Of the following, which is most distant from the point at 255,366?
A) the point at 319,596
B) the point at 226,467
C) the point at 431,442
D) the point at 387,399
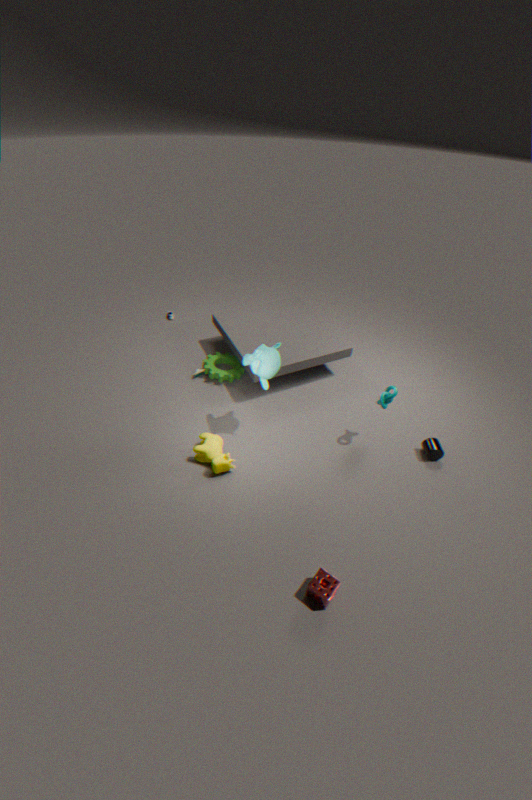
the point at 319,596
